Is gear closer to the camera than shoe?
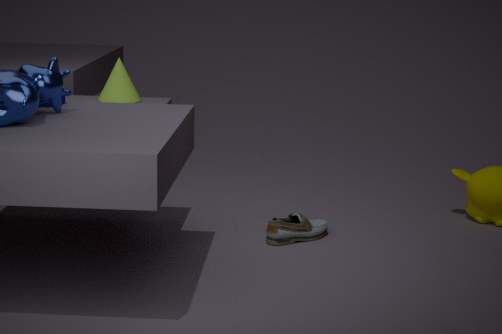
Yes
